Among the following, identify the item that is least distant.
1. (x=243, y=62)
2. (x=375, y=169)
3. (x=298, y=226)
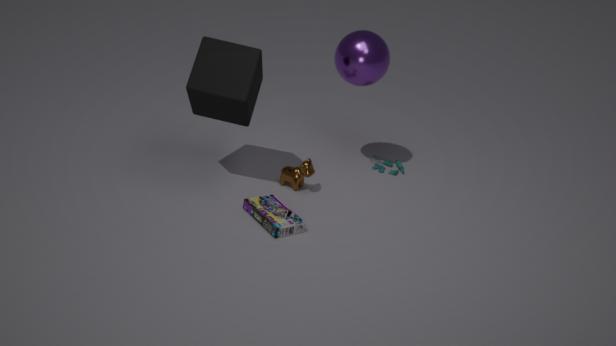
(x=298, y=226)
